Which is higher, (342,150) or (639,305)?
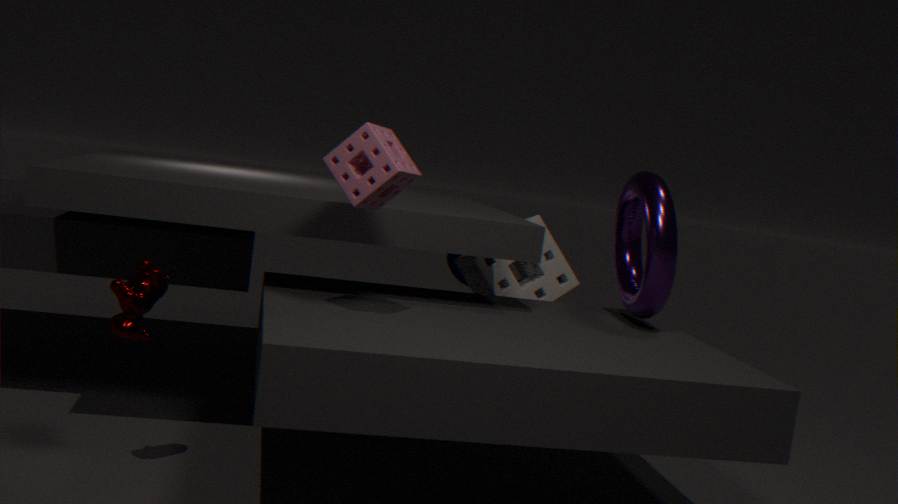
(342,150)
